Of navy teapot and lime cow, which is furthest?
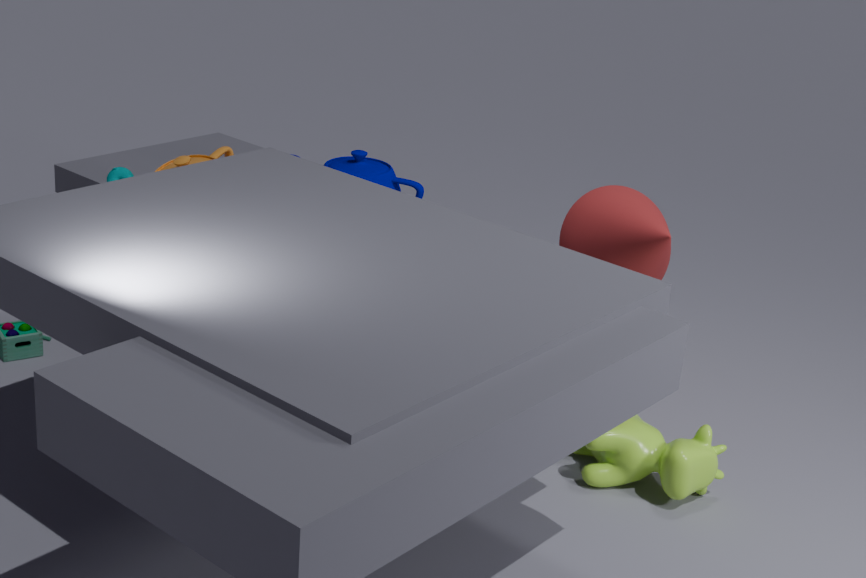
navy teapot
